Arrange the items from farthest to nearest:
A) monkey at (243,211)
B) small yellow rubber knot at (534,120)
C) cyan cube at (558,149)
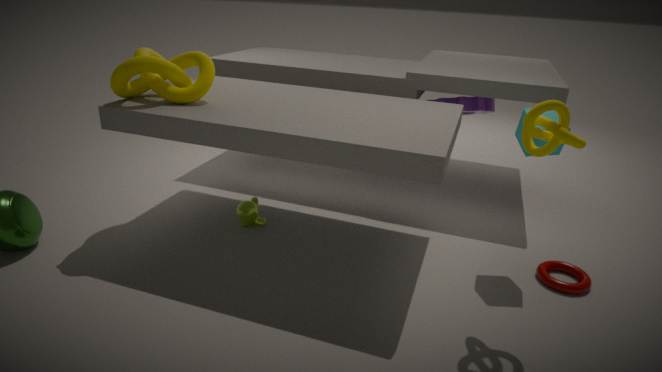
monkey at (243,211) < cyan cube at (558,149) < small yellow rubber knot at (534,120)
